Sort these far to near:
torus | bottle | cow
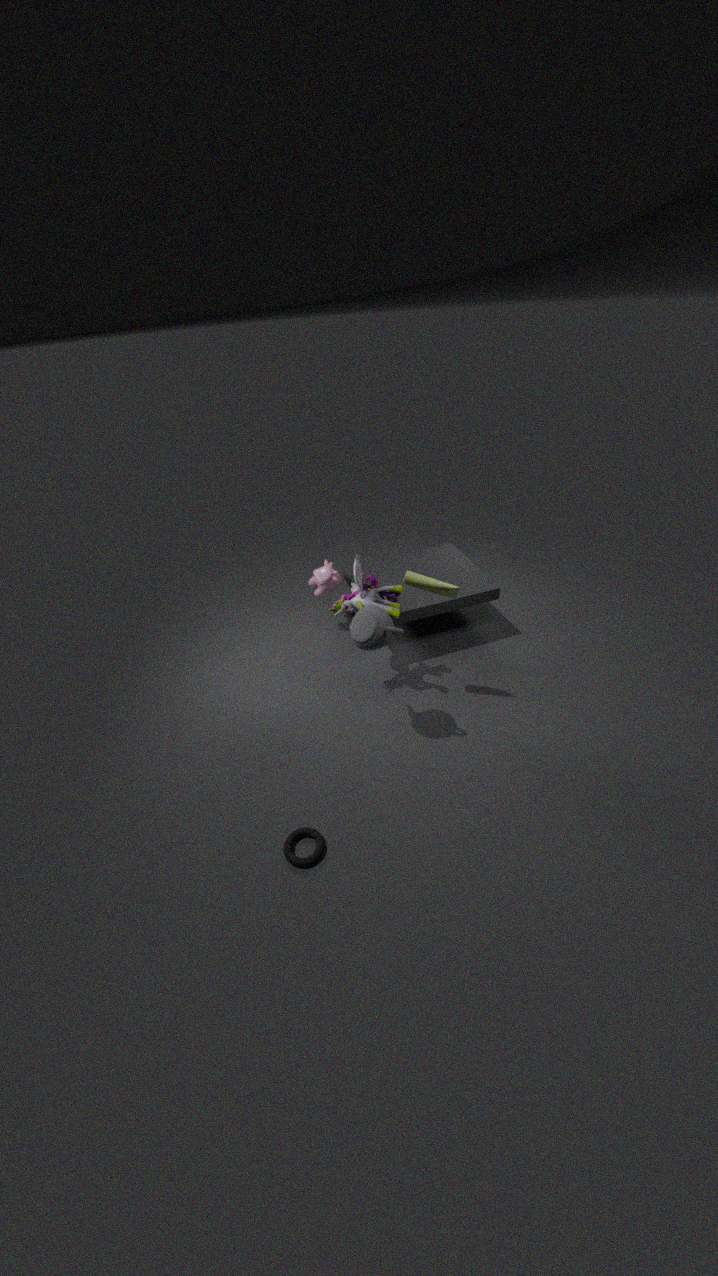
cow < bottle < torus
